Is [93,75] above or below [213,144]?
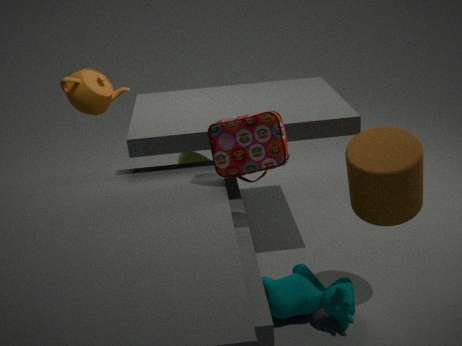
above
